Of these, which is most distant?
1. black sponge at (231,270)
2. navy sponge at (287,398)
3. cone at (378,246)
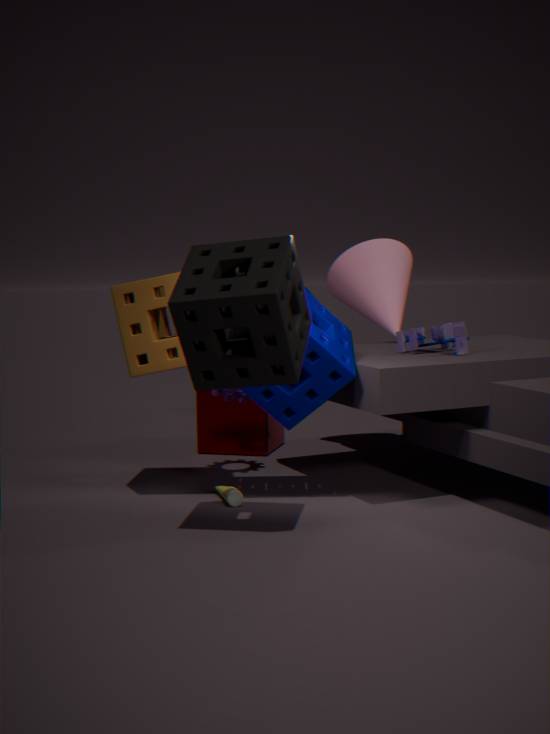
cone at (378,246)
